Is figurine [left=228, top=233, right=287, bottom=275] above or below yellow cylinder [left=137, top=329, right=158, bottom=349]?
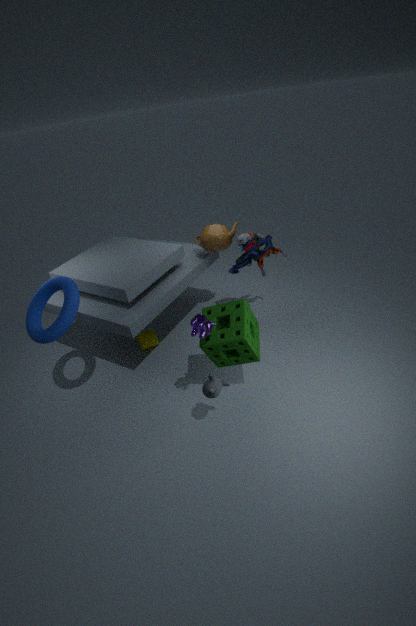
above
